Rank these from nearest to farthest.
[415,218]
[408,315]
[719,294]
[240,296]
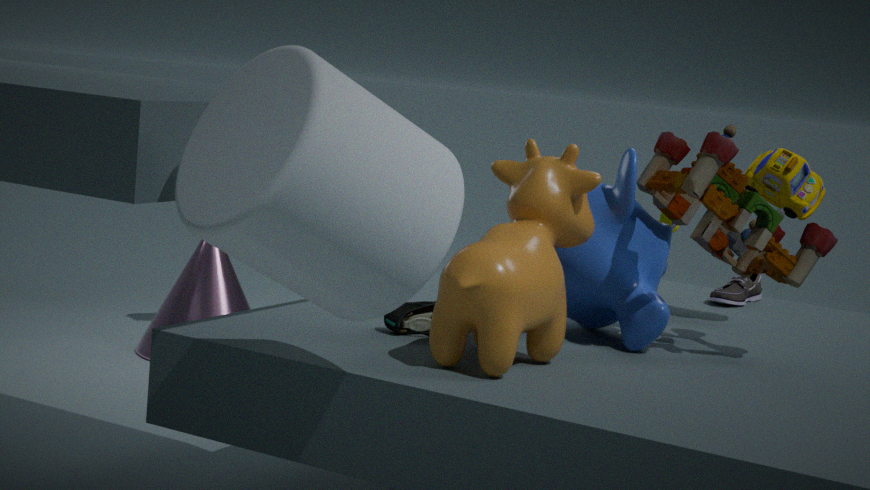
[415,218], [408,315], [719,294], [240,296]
